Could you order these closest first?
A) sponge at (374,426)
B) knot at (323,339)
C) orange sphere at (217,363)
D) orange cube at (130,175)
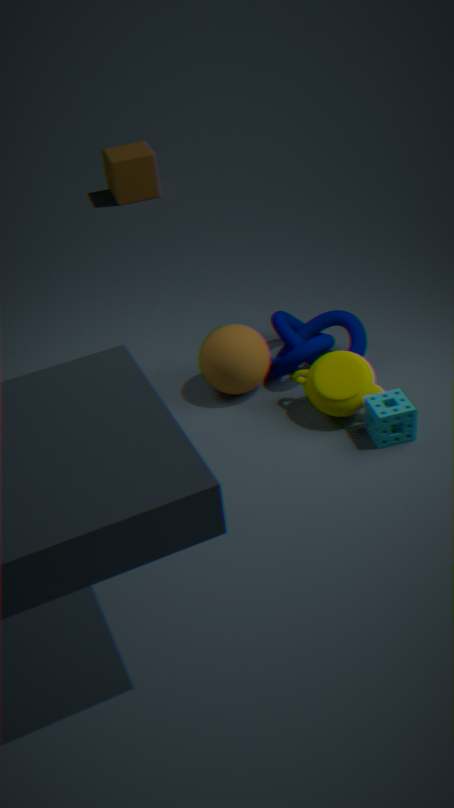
sponge at (374,426) → orange sphere at (217,363) → knot at (323,339) → orange cube at (130,175)
